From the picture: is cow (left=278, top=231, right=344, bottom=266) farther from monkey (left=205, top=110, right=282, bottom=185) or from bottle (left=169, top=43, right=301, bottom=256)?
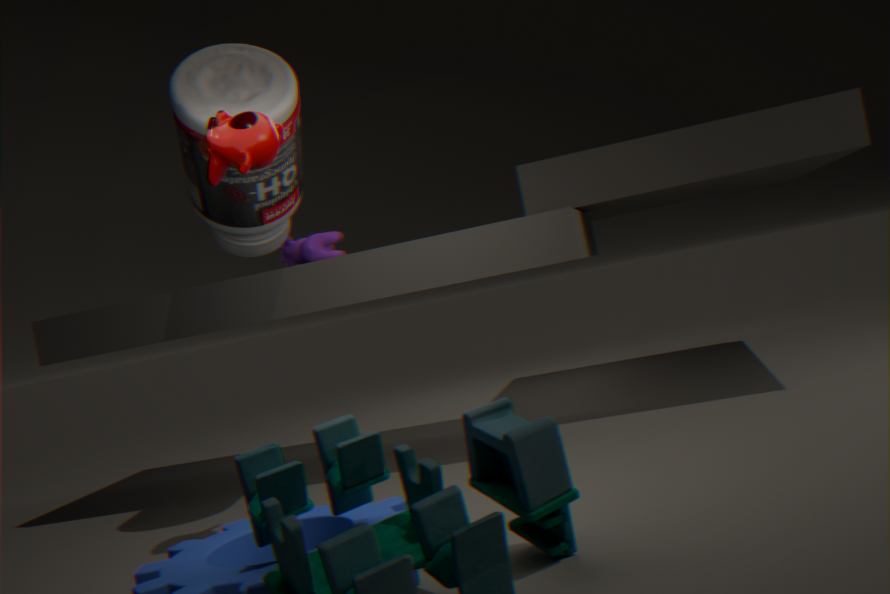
monkey (left=205, top=110, right=282, bottom=185)
